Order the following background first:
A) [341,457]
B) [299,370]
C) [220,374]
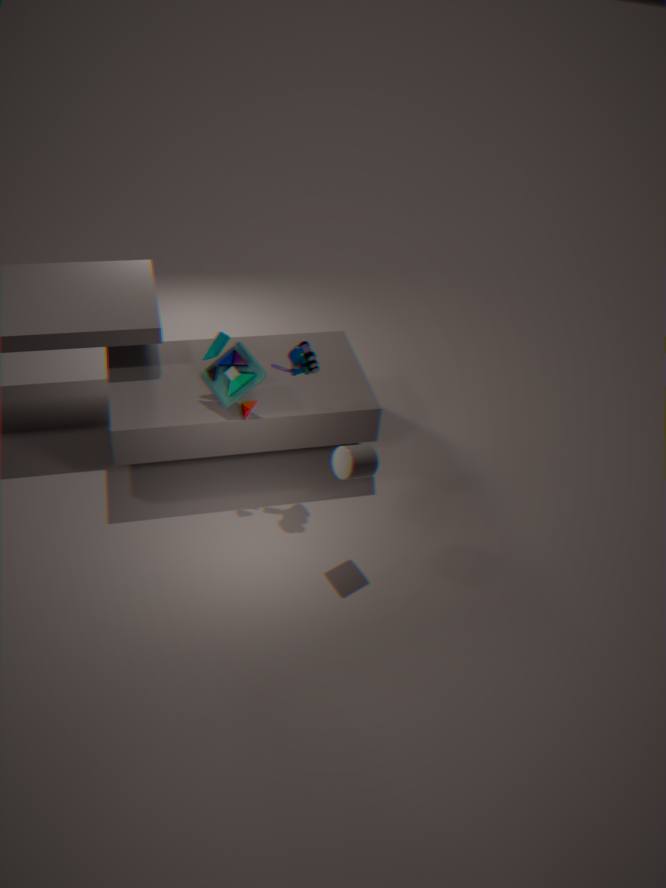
1. [220,374]
2. [299,370]
3. [341,457]
